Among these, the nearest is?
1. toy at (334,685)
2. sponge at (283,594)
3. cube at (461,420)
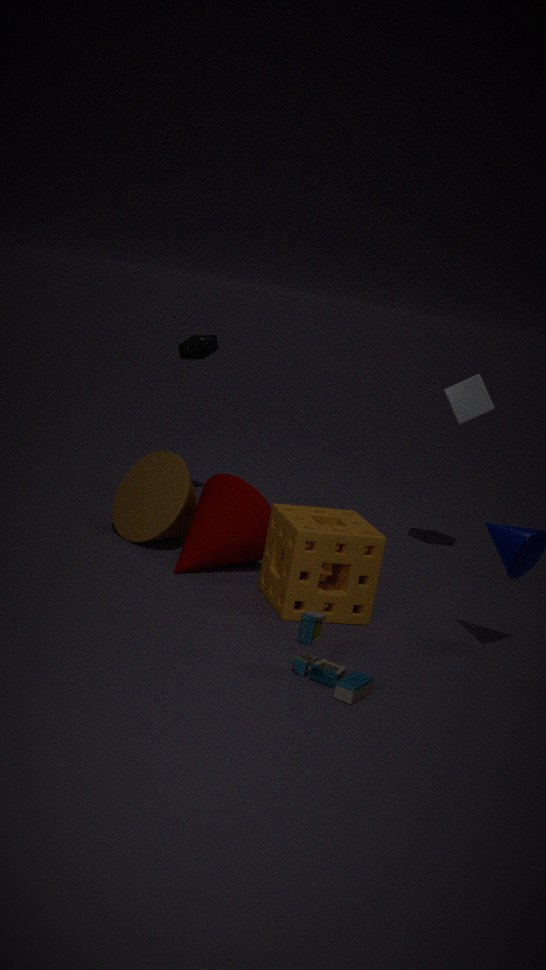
toy at (334,685)
